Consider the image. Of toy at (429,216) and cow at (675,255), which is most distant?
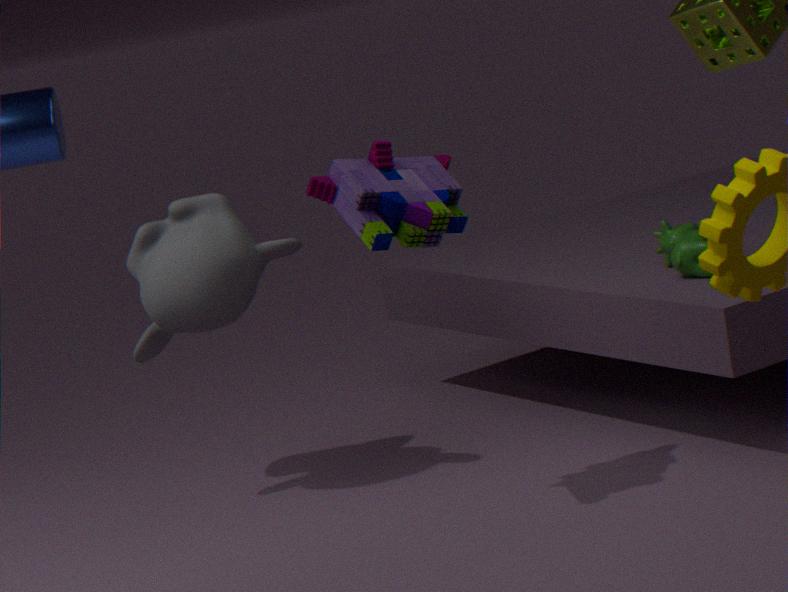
cow at (675,255)
